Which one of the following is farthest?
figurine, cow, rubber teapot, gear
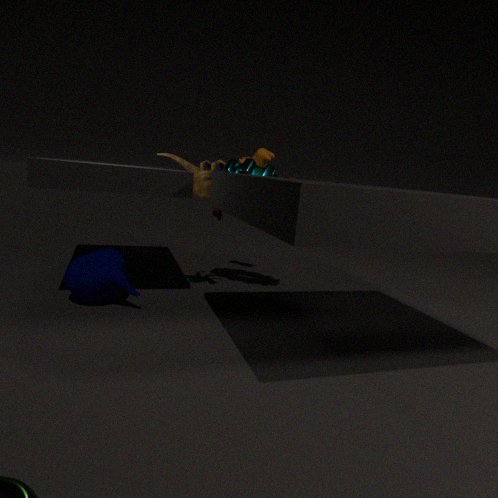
cow
